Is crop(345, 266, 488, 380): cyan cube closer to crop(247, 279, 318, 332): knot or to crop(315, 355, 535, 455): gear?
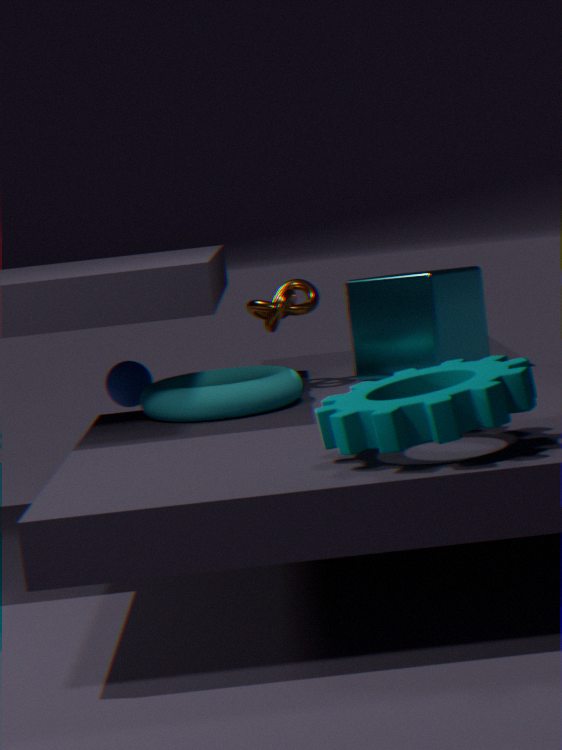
crop(247, 279, 318, 332): knot
